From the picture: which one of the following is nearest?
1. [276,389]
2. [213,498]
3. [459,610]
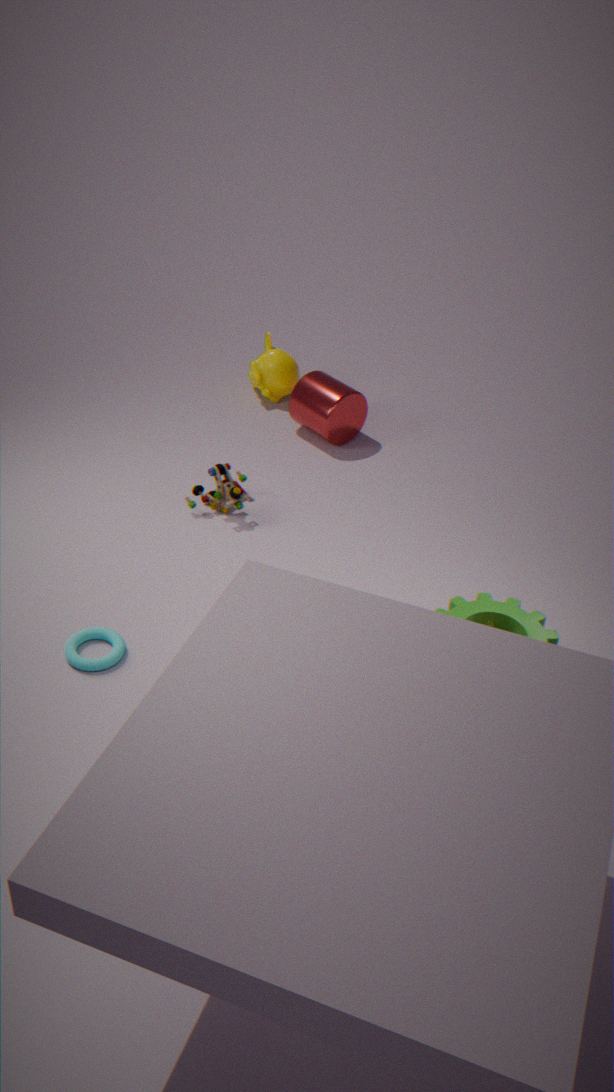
[459,610]
